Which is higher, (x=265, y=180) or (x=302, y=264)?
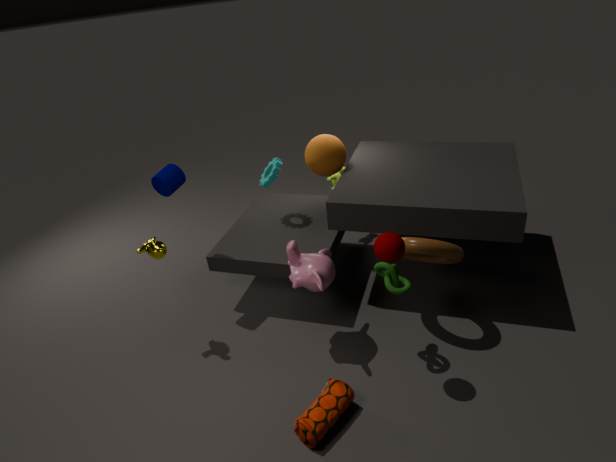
(x=265, y=180)
